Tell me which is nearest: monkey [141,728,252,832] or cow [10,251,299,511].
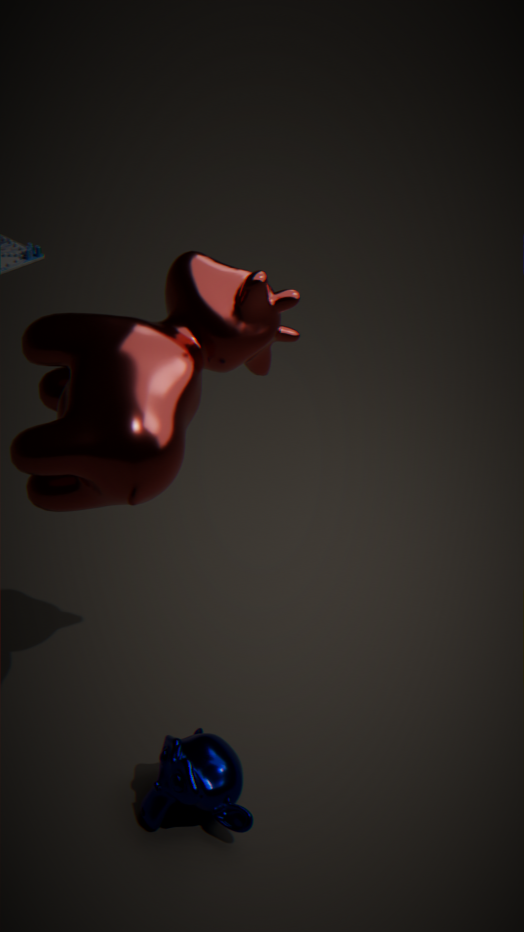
cow [10,251,299,511]
